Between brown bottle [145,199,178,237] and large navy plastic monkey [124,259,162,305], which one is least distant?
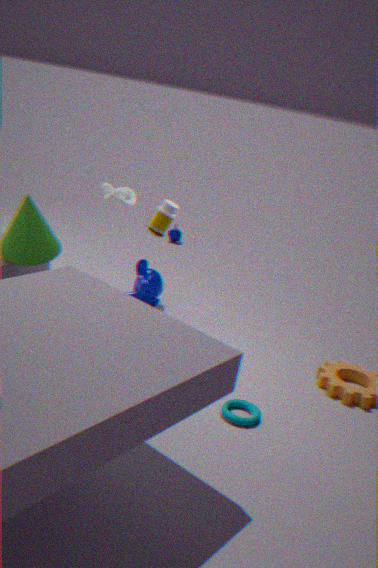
brown bottle [145,199,178,237]
